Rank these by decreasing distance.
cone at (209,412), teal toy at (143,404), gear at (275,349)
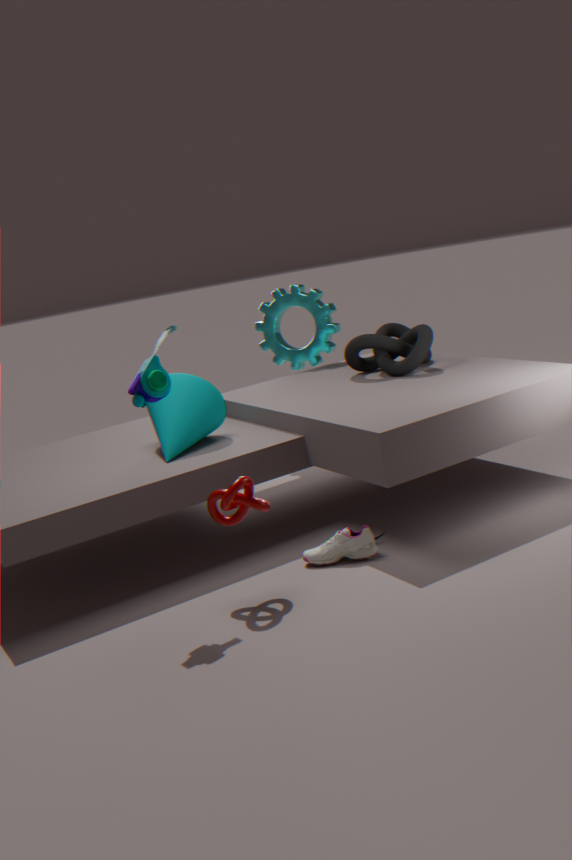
1. gear at (275,349)
2. cone at (209,412)
3. teal toy at (143,404)
